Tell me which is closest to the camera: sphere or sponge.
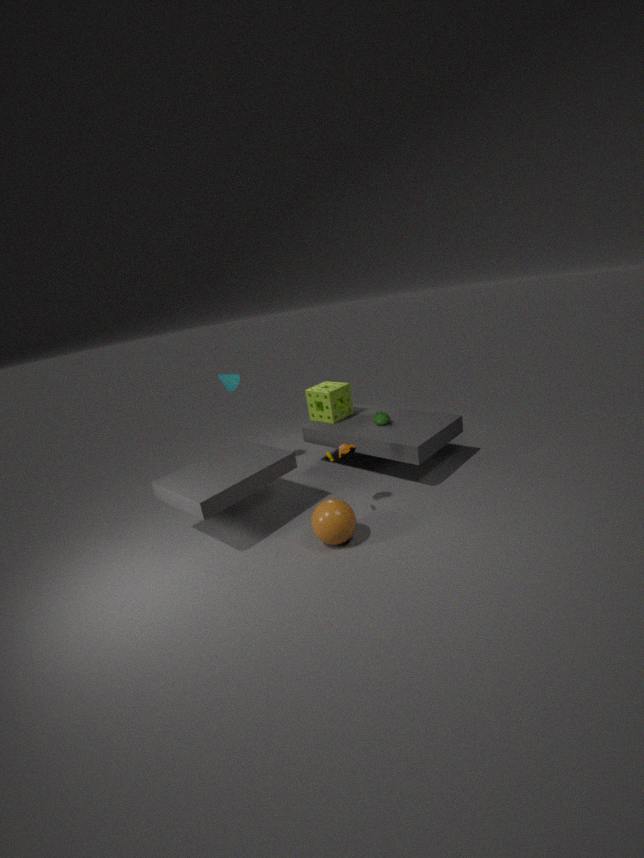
sphere
